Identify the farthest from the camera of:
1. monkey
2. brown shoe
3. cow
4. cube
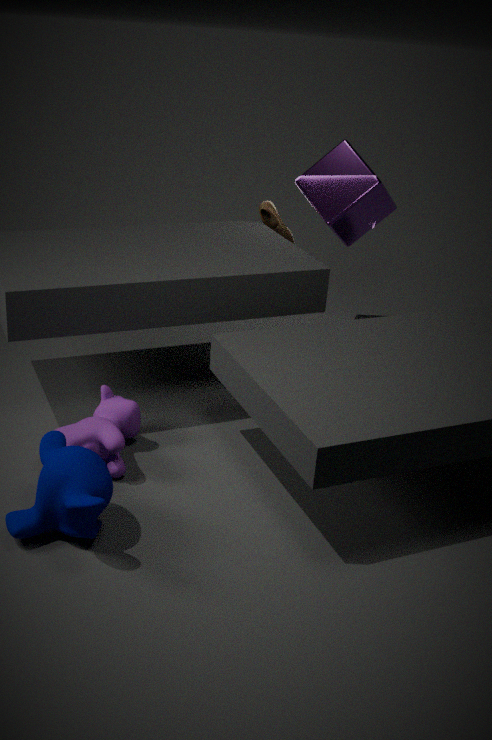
brown shoe
